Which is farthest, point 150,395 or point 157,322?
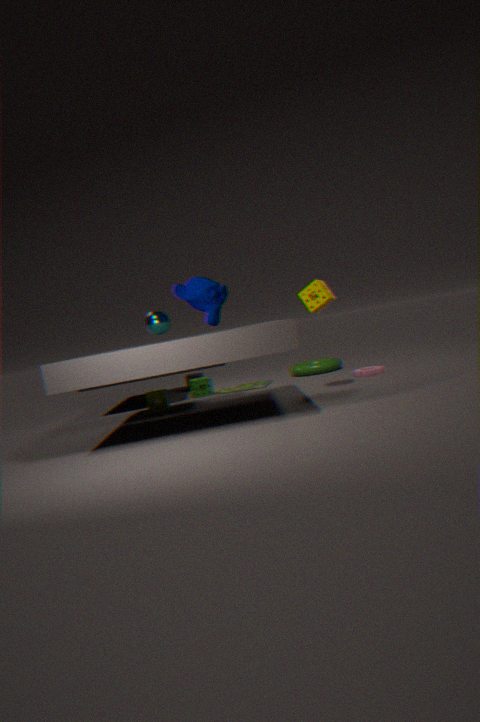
point 150,395
